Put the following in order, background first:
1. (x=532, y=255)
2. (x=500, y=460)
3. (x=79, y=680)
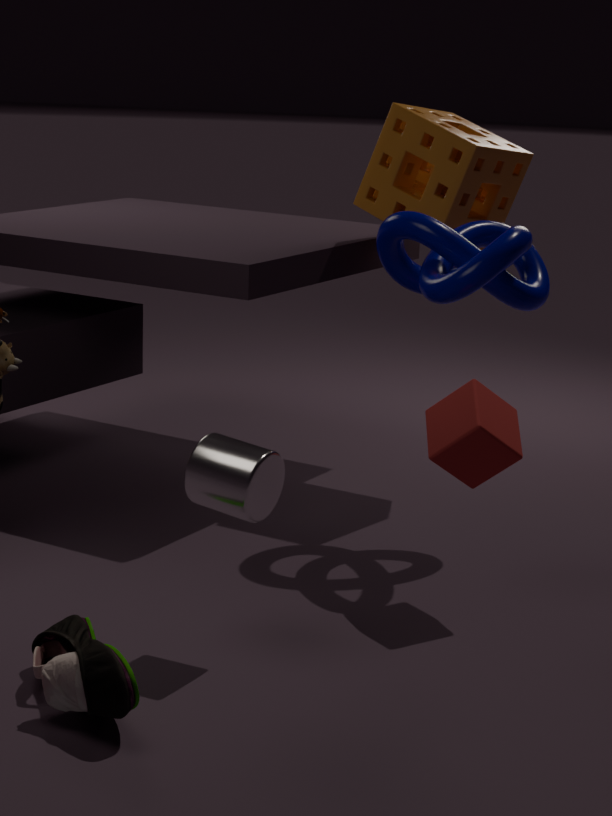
(x=532, y=255), (x=500, y=460), (x=79, y=680)
